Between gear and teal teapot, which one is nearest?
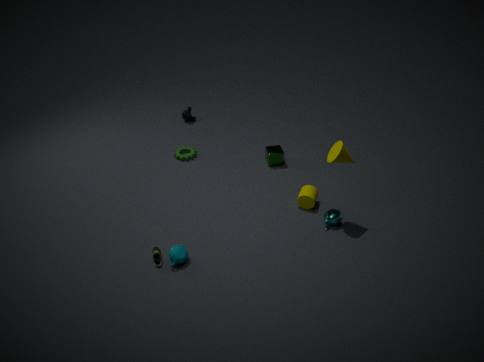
teal teapot
